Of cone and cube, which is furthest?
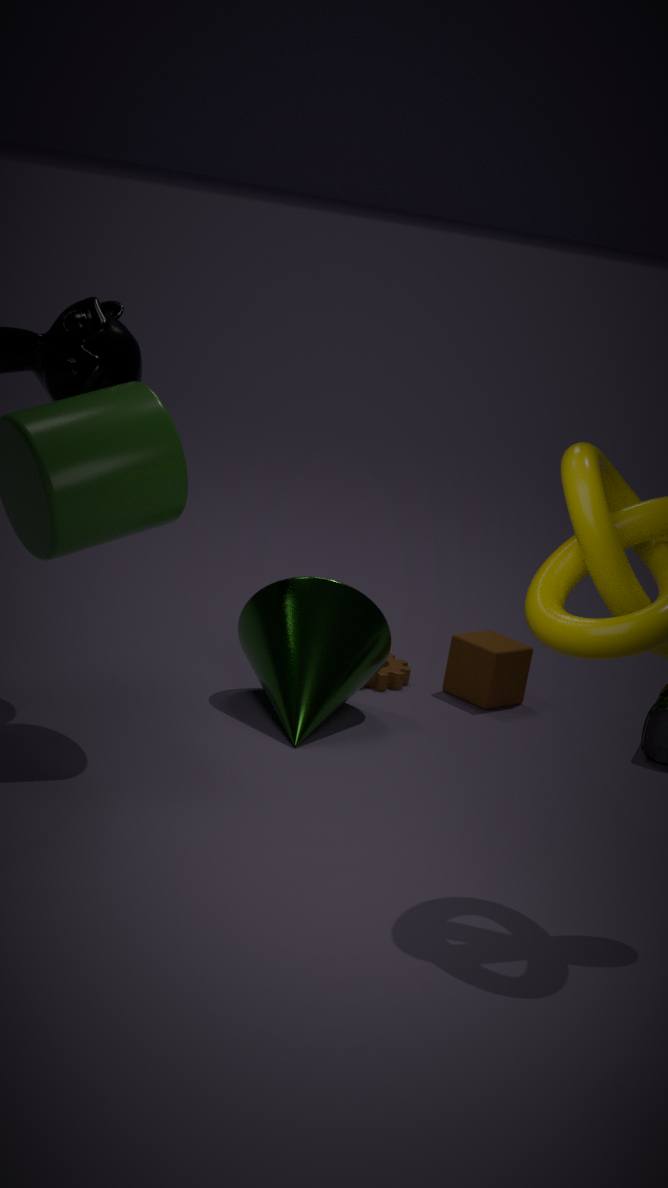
cube
